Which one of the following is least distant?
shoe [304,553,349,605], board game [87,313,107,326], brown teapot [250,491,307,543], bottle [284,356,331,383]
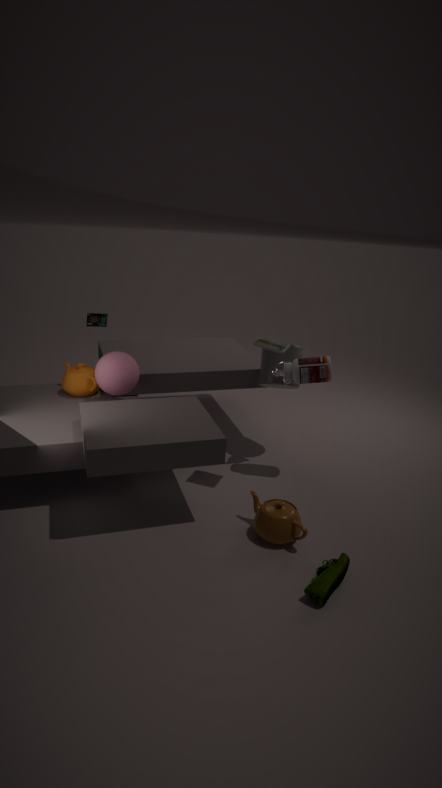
shoe [304,553,349,605]
